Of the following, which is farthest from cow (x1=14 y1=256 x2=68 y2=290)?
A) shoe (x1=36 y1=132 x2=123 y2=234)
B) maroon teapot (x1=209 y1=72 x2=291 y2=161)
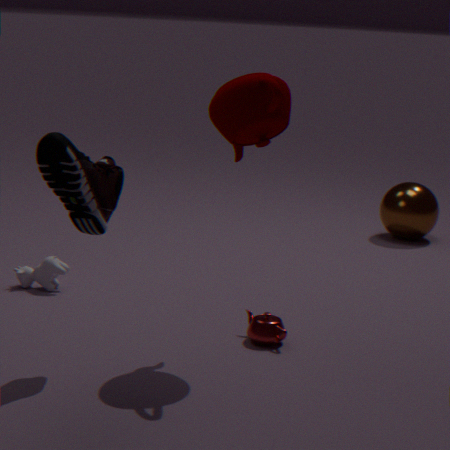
maroon teapot (x1=209 y1=72 x2=291 y2=161)
